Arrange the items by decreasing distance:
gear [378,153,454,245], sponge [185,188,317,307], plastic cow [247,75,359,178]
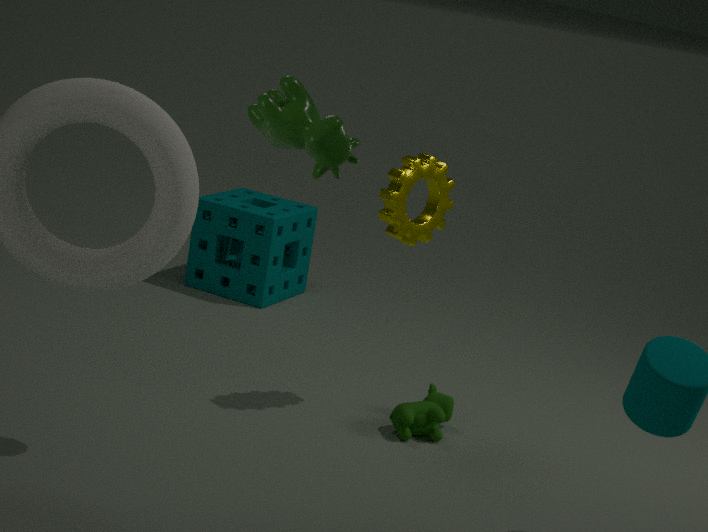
sponge [185,188,317,307] < gear [378,153,454,245] < plastic cow [247,75,359,178]
